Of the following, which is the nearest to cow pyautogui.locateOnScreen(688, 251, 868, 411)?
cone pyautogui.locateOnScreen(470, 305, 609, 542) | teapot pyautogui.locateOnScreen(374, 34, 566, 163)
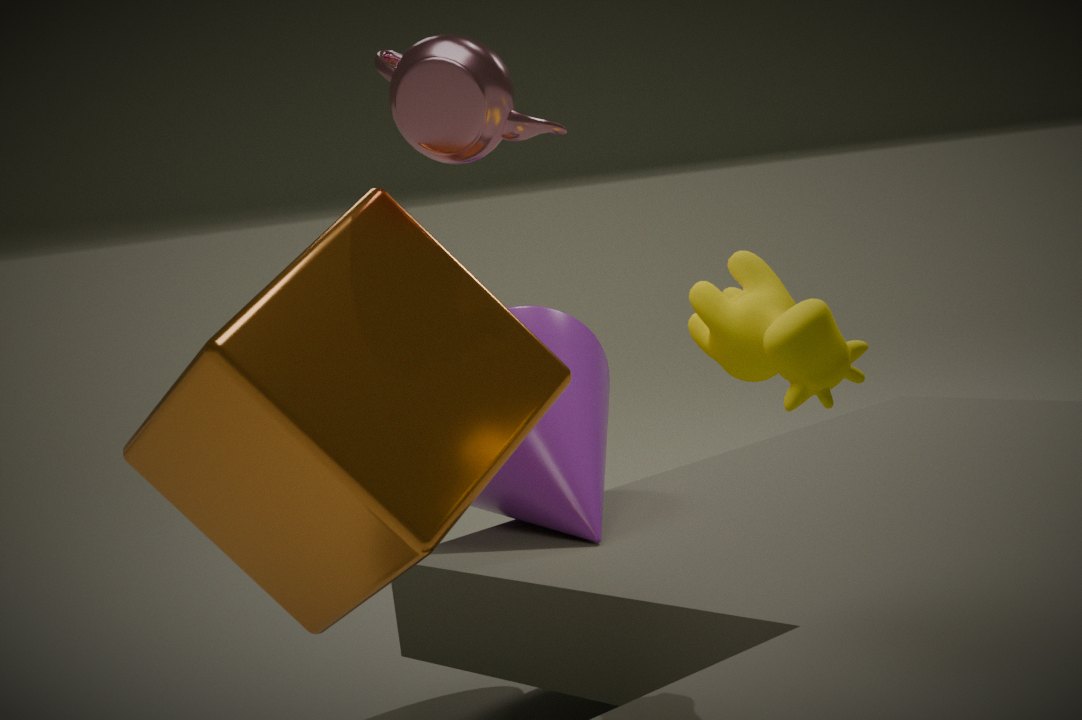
teapot pyautogui.locateOnScreen(374, 34, 566, 163)
